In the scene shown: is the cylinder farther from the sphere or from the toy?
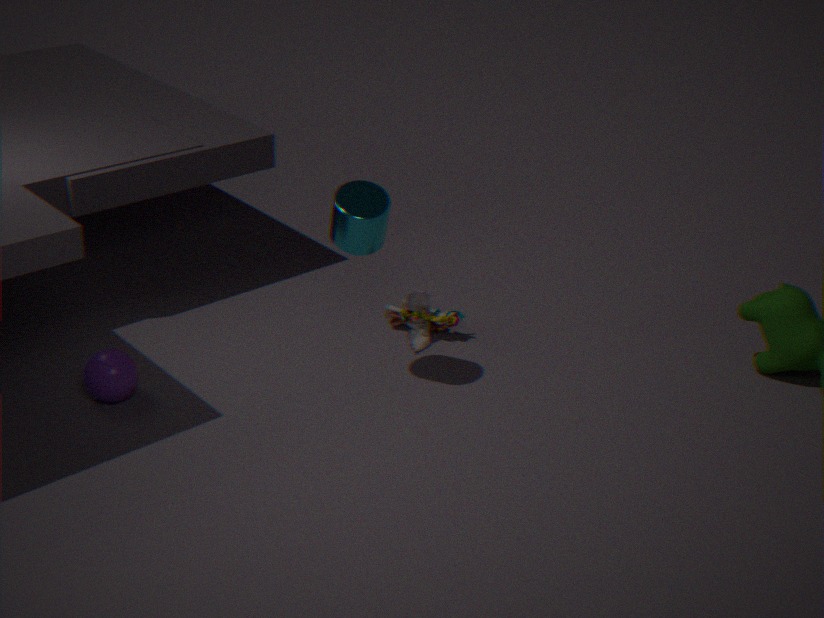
the sphere
